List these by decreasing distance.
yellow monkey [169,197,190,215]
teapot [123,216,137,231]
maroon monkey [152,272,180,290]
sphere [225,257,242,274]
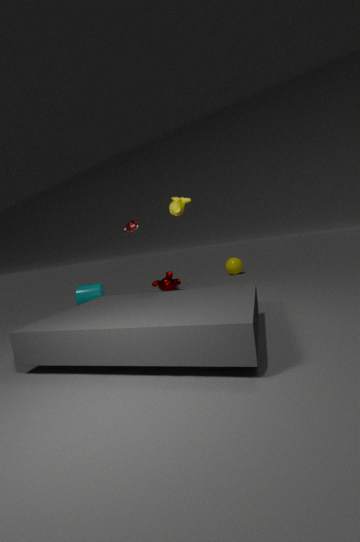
sphere [225,257,242,274] < maroon monkey [152,272,180,290] < teapot [123,216,137,231] < yellow monkey [169,197,190,215]
